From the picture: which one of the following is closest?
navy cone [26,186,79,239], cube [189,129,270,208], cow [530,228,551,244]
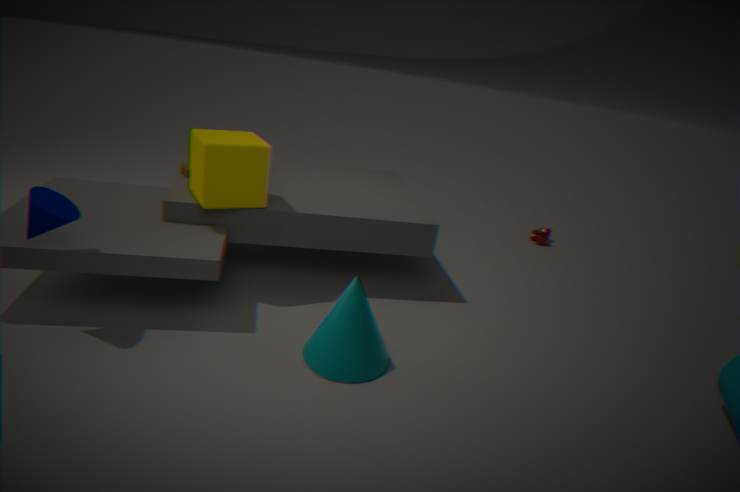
navy cone [26,186,79,239]
